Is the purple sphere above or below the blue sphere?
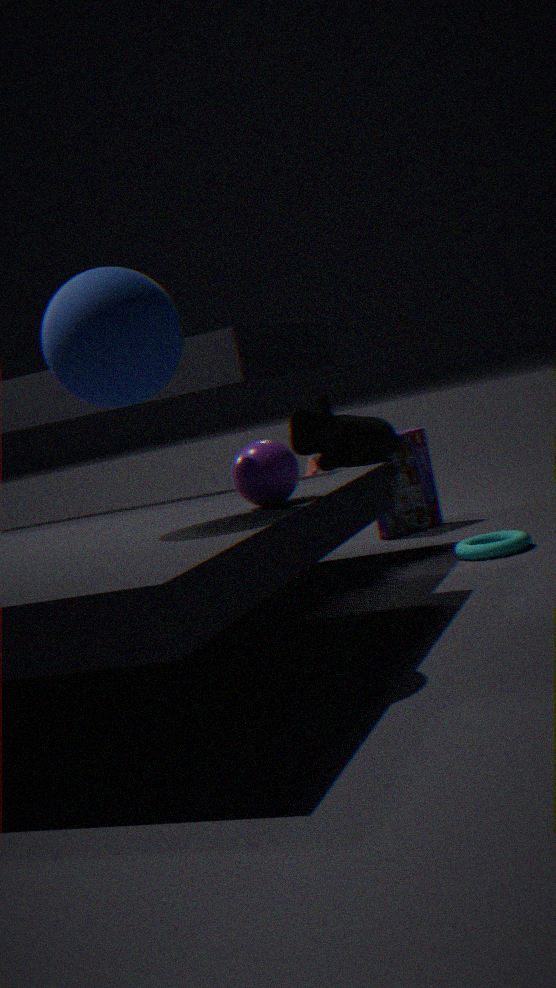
below
